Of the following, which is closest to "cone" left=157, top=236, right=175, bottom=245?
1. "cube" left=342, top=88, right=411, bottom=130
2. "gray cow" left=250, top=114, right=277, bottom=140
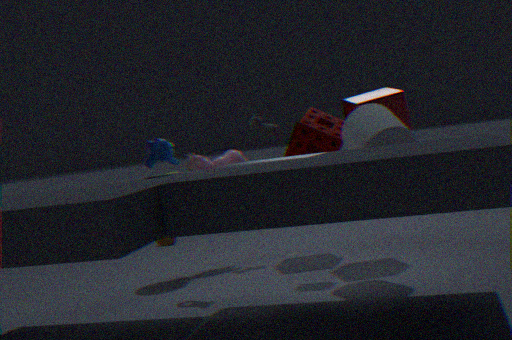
"gray cow" left=250, top=114, right=277, bottom=140
